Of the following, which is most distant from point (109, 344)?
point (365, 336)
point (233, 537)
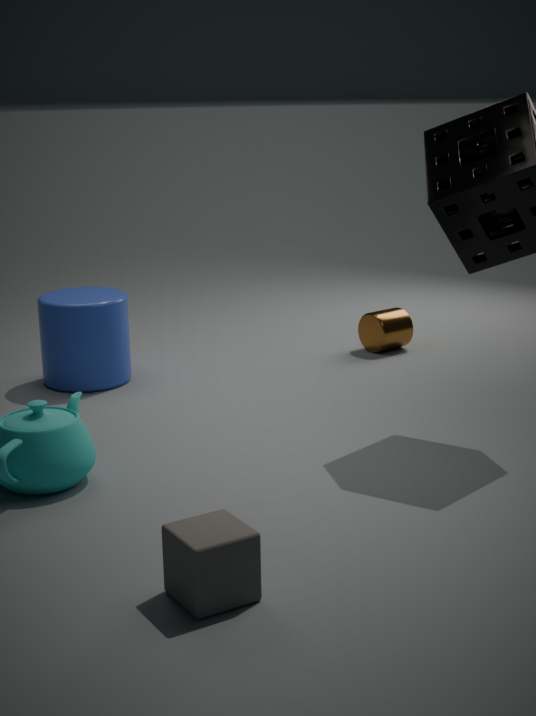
point (233, 537)
